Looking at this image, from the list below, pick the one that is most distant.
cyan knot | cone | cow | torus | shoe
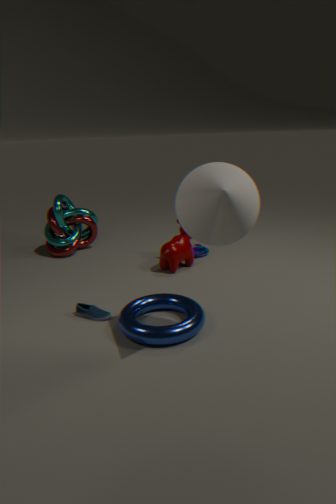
cyan knot
